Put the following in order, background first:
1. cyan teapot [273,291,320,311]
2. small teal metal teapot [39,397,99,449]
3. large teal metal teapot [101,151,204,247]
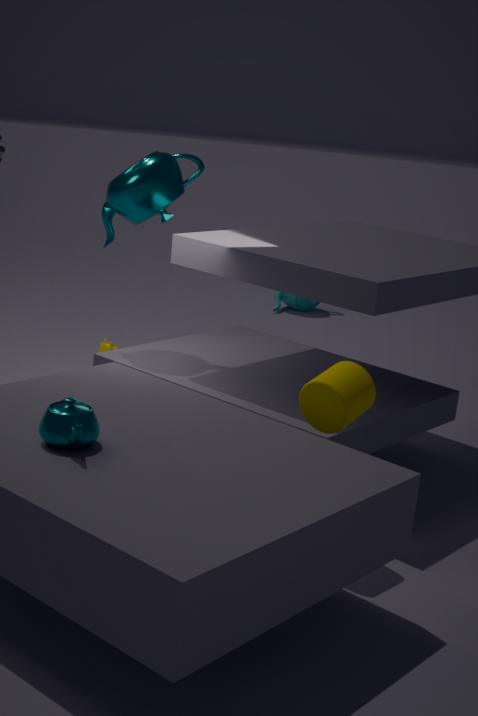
cyan teapot [273,291,320,311] < large teal metal teapot [101,151,204,247] < small teal metal teapot [39,397,99,449]
